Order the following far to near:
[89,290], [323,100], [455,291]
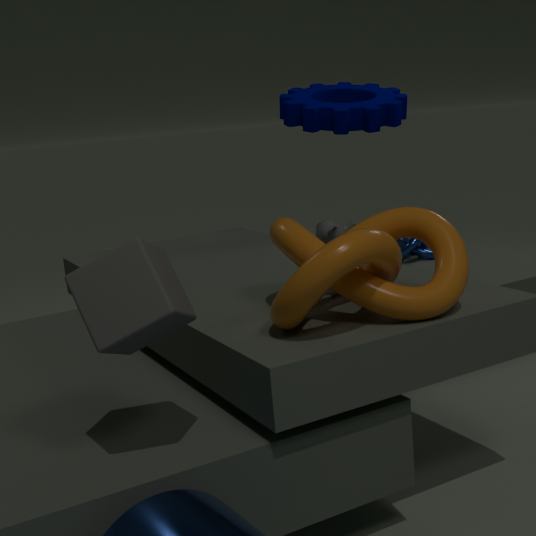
[323,100], [455,291], [89,290]
